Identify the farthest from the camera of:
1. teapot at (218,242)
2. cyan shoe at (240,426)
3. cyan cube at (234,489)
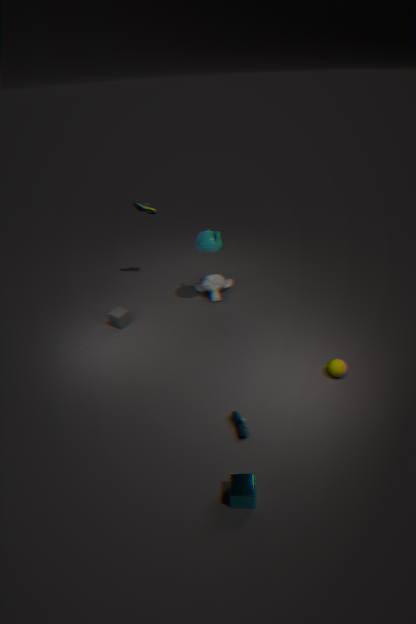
teapot at (218,242)
